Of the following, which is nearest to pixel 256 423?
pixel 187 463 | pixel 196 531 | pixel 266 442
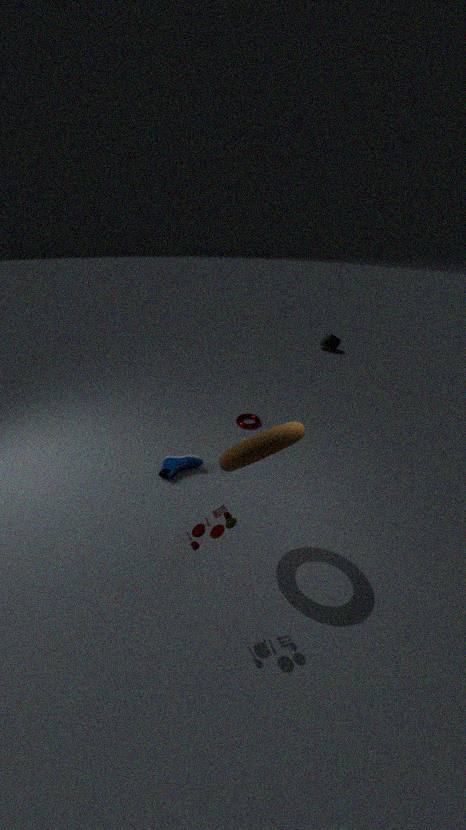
pixel 187 463
